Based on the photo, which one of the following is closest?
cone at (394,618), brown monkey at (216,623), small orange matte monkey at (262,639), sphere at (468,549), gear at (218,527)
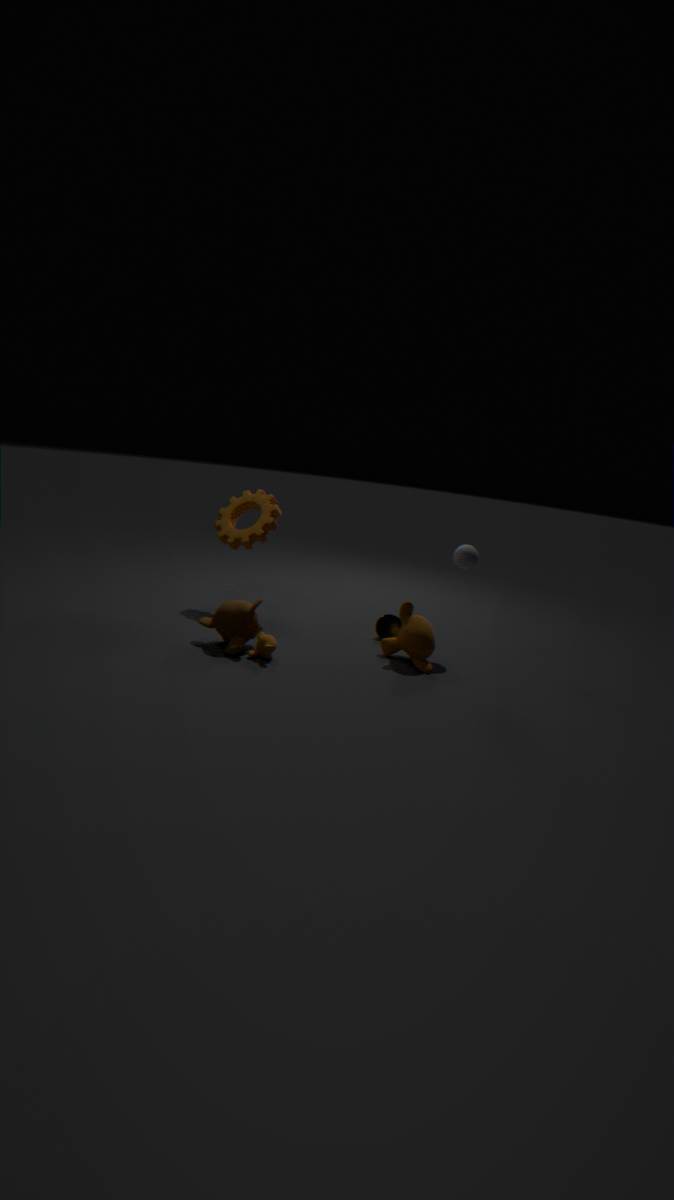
small orange matte monkey at (262,639)
